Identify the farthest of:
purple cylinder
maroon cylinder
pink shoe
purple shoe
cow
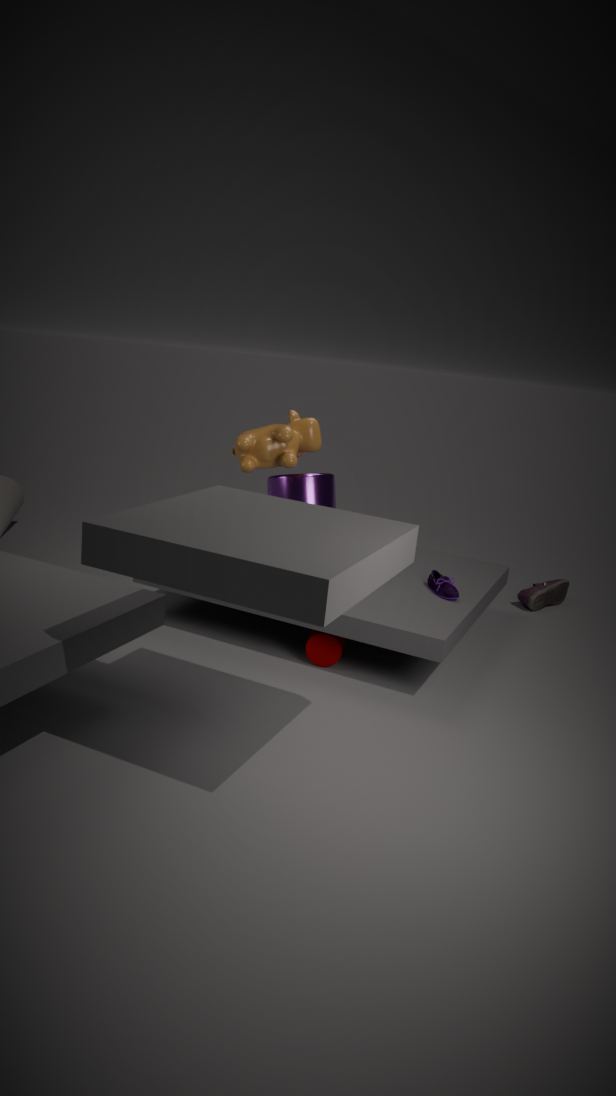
pink shoe
